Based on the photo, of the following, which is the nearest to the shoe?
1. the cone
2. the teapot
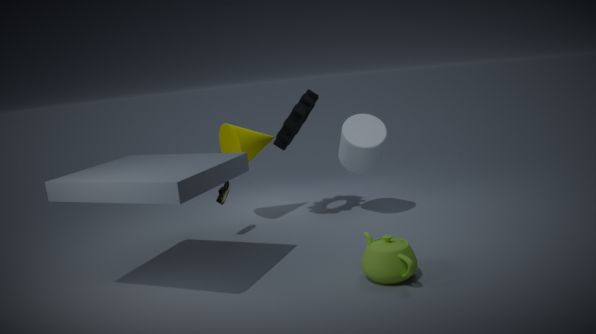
the cone
